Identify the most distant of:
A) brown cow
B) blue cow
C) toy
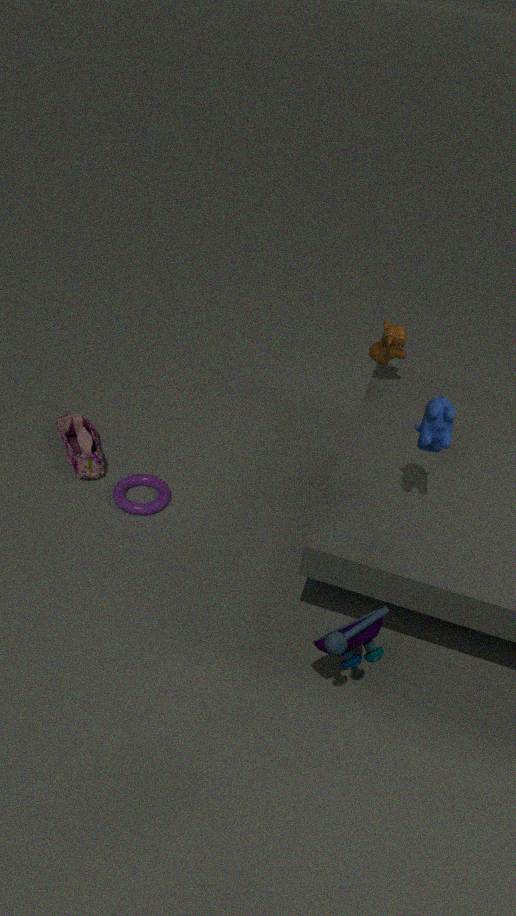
brown cow
